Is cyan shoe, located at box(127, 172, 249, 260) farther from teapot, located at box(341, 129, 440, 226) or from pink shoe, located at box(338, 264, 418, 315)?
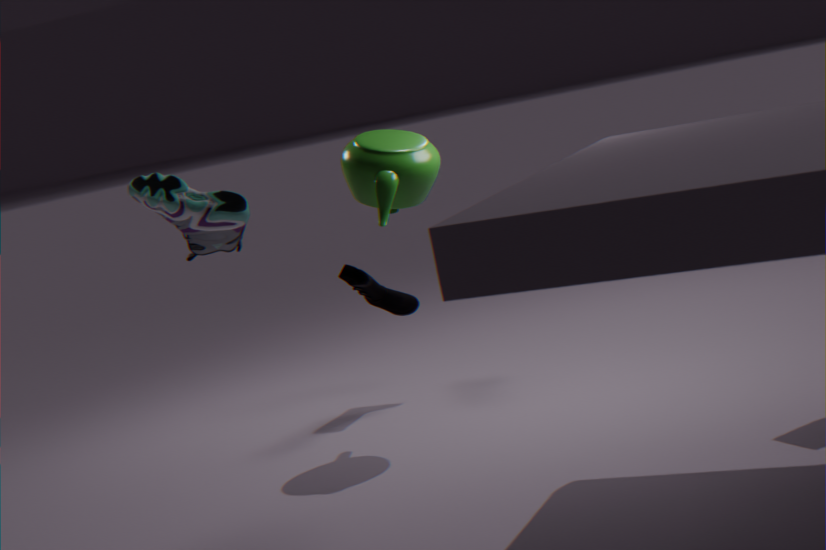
pink shoe, located at box(338, 264, 418, 315)
